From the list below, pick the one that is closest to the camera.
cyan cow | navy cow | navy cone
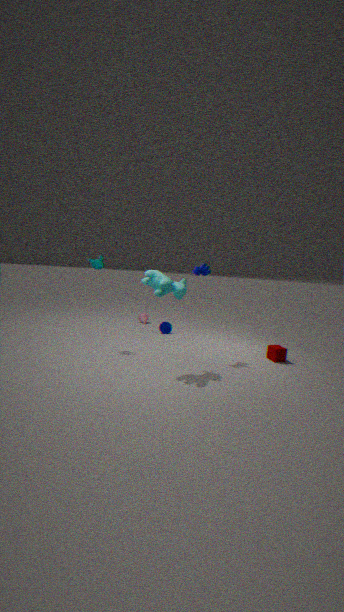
cyan cow
